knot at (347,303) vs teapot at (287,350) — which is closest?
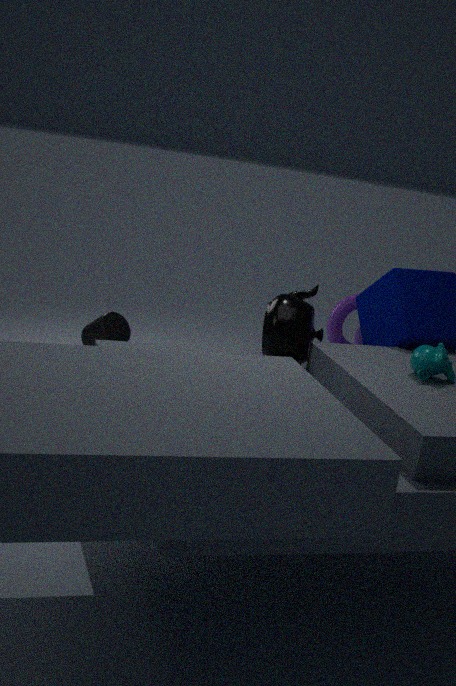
teapot at (287,350)
